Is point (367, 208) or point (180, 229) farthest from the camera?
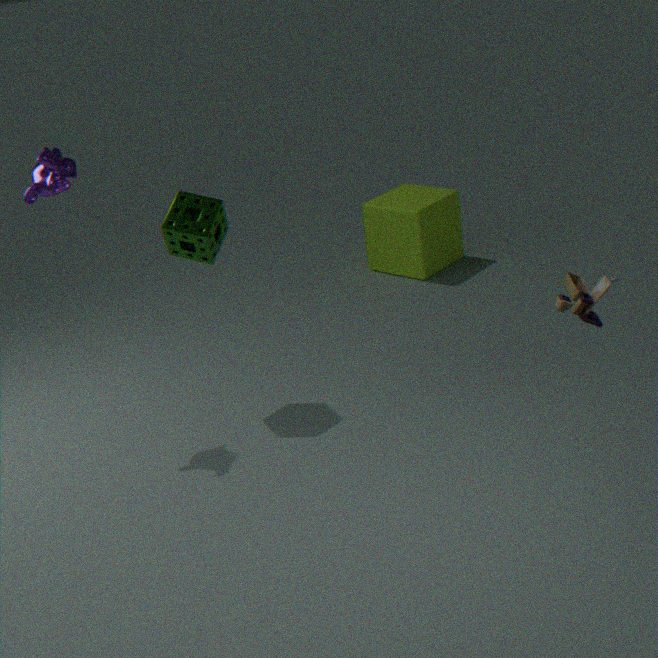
point (367, 208)
